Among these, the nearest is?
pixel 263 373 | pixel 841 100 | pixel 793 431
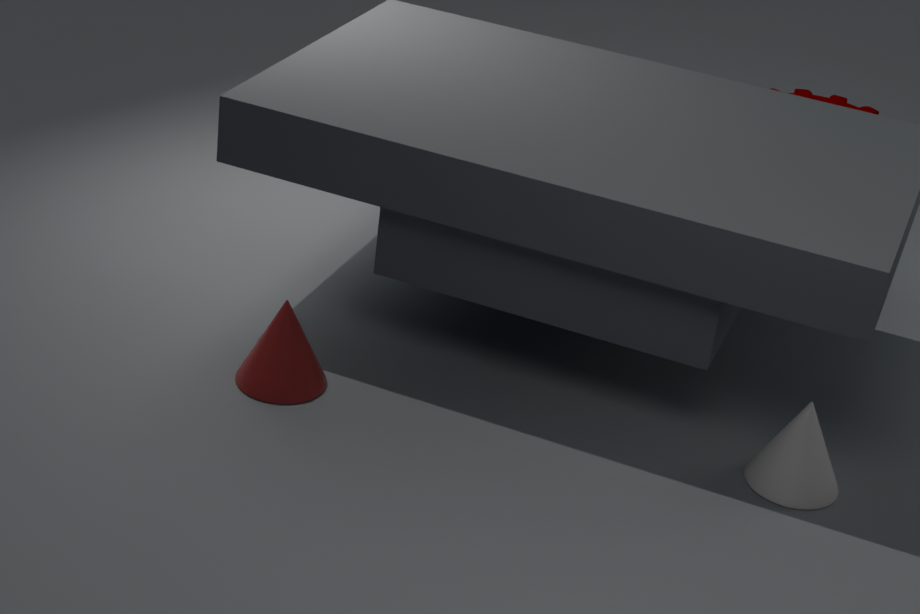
Answer: pixel 793 431
